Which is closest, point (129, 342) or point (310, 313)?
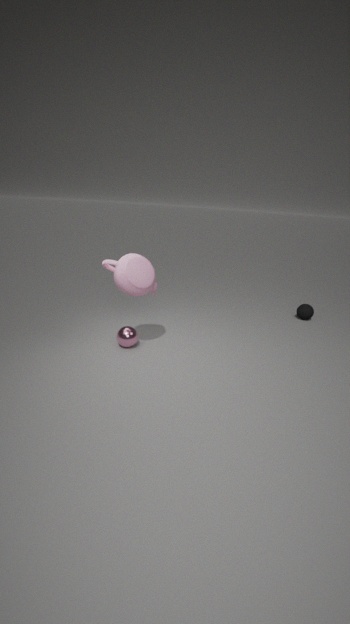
point (129, 342)
